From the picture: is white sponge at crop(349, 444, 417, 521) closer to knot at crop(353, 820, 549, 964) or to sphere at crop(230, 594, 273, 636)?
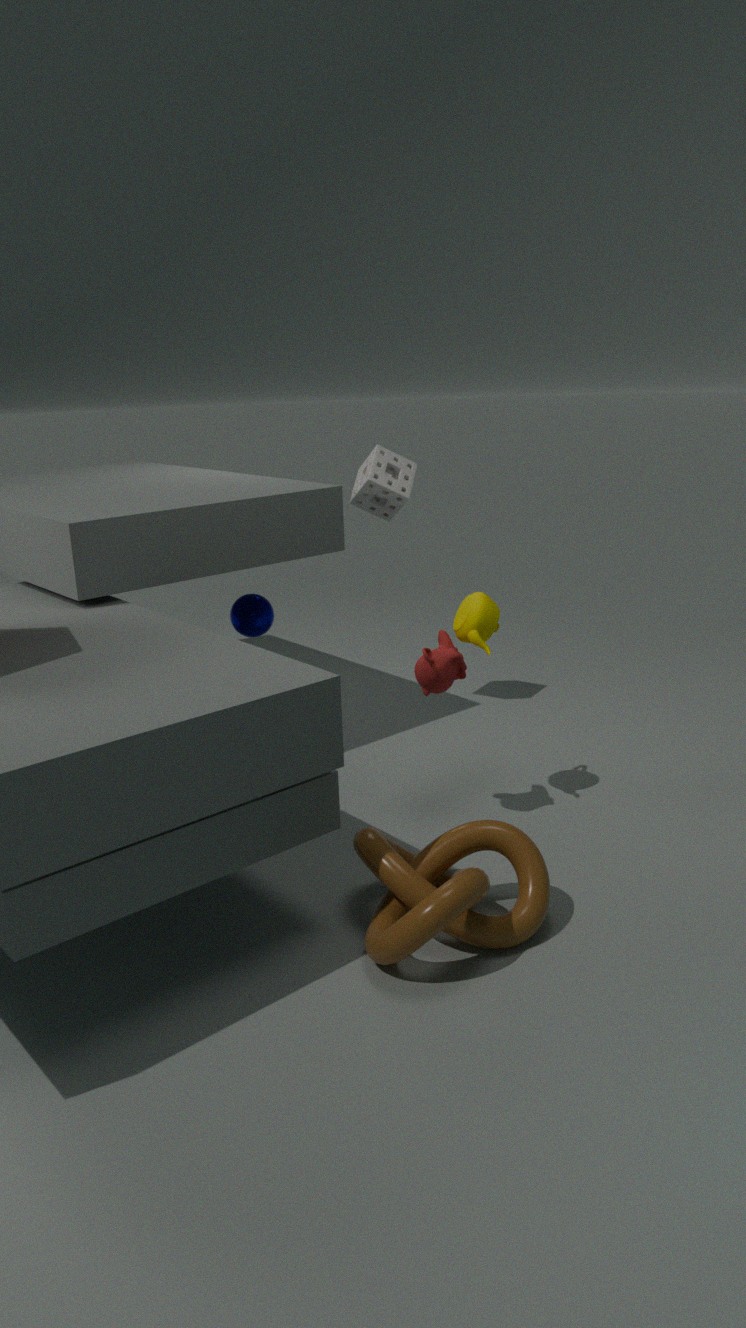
sphere at crop(230, 594, 273, 636)
